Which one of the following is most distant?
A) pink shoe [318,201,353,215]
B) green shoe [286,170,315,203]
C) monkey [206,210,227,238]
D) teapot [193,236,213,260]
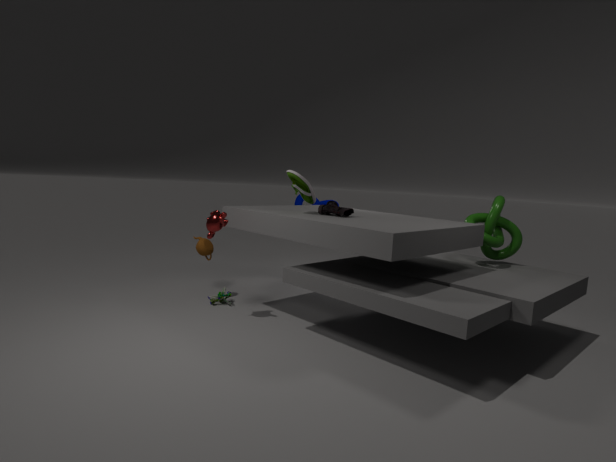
teapot [193,236,213,260]
